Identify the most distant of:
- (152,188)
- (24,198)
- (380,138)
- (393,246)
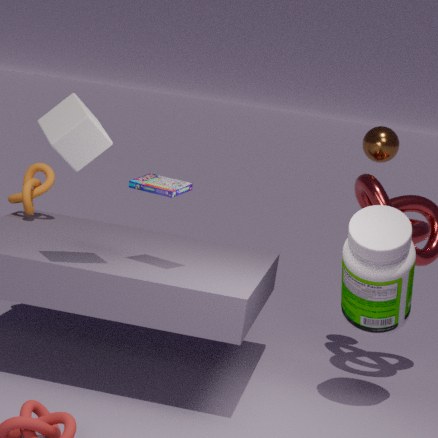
(380,138)
